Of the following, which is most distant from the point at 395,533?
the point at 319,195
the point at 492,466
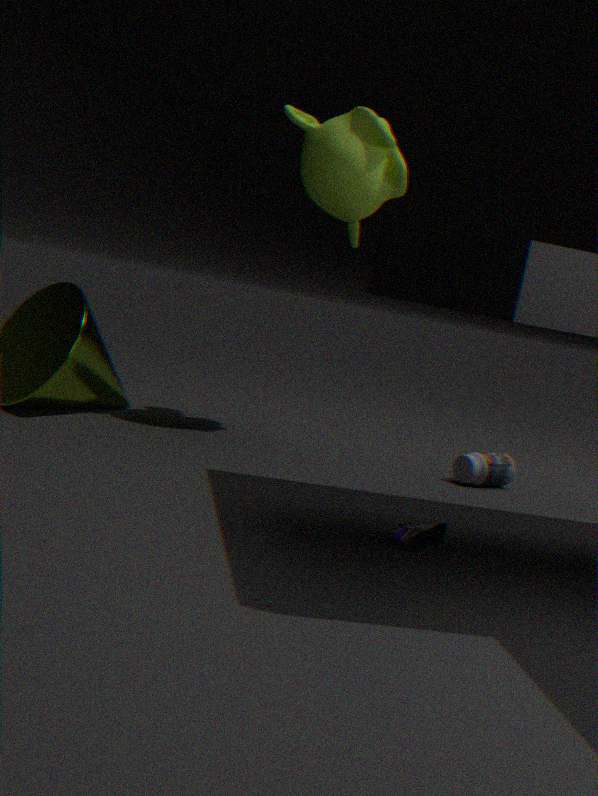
the point at 319,195
